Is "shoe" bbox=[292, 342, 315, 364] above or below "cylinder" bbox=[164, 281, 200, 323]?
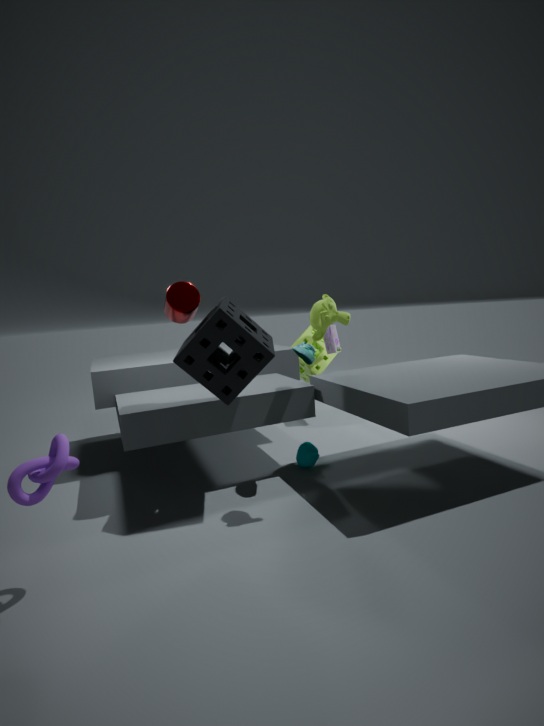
below
